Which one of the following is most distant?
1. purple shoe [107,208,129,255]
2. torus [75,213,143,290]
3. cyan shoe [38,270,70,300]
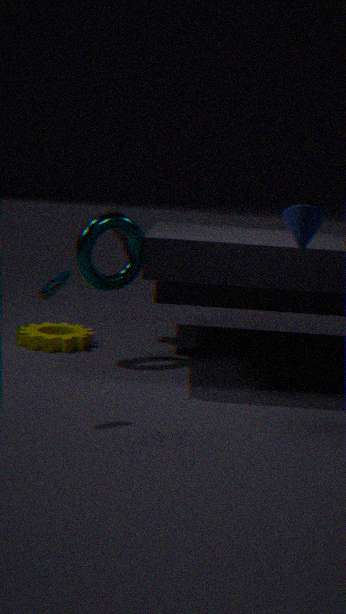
purple shoe [107,208,129,255]
